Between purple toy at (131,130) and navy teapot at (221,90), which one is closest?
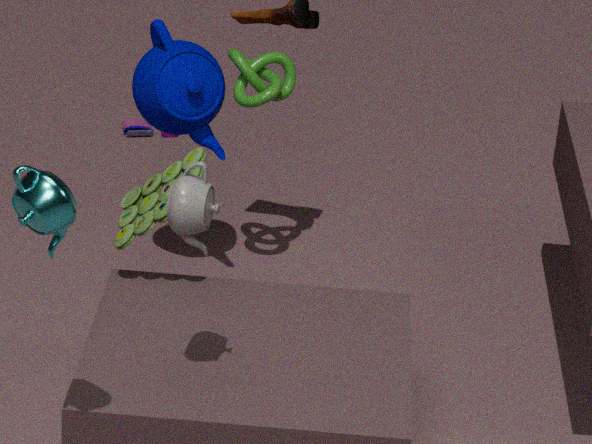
navy teapot at (221,90)
